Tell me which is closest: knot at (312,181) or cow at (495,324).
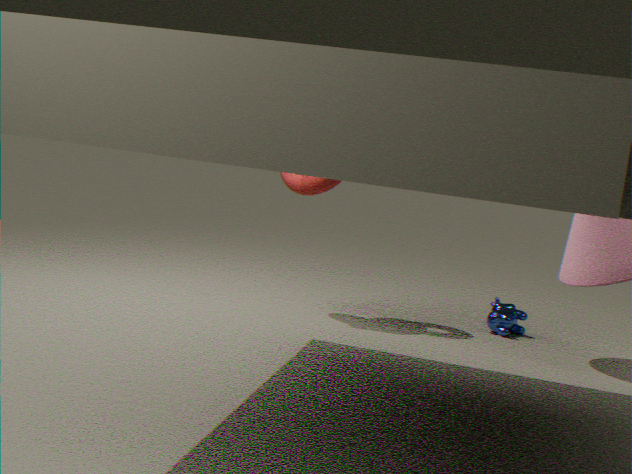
knot at (312,181)
